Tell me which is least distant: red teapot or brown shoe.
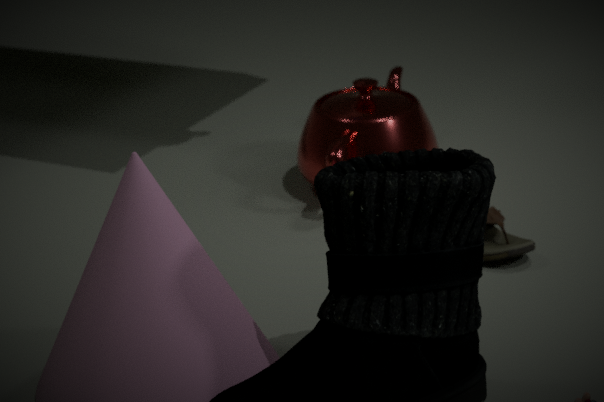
brown shoe
